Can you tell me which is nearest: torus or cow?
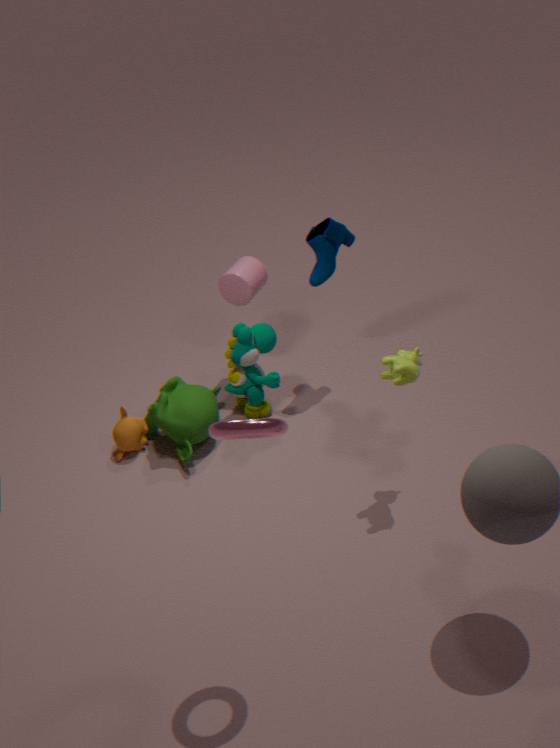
torus
